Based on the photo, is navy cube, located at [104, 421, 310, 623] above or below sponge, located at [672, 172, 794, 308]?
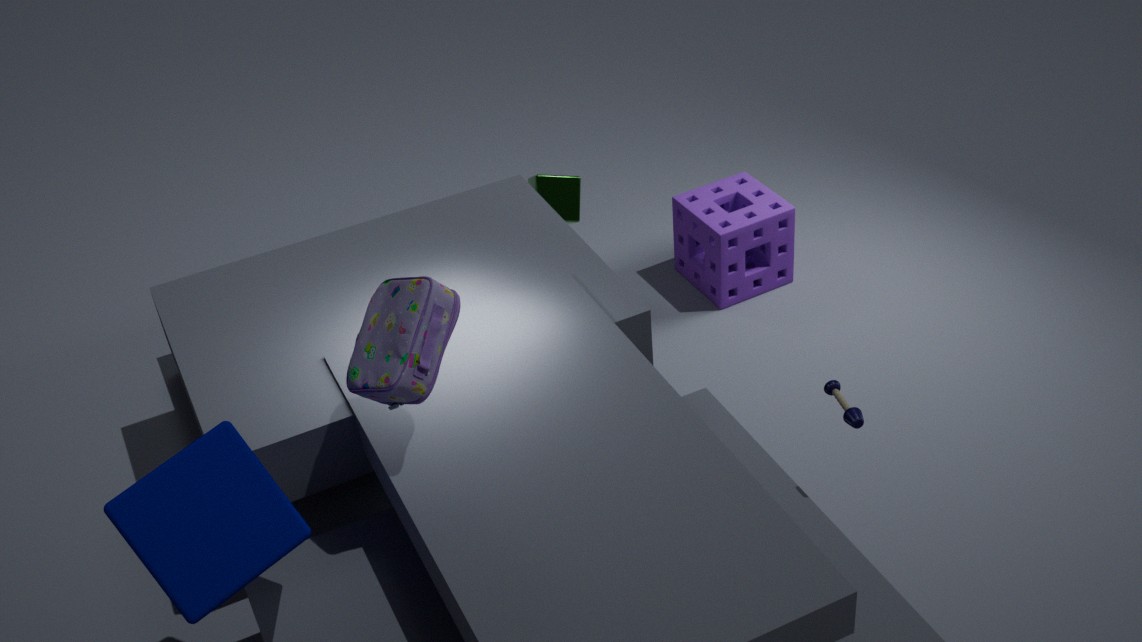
above
